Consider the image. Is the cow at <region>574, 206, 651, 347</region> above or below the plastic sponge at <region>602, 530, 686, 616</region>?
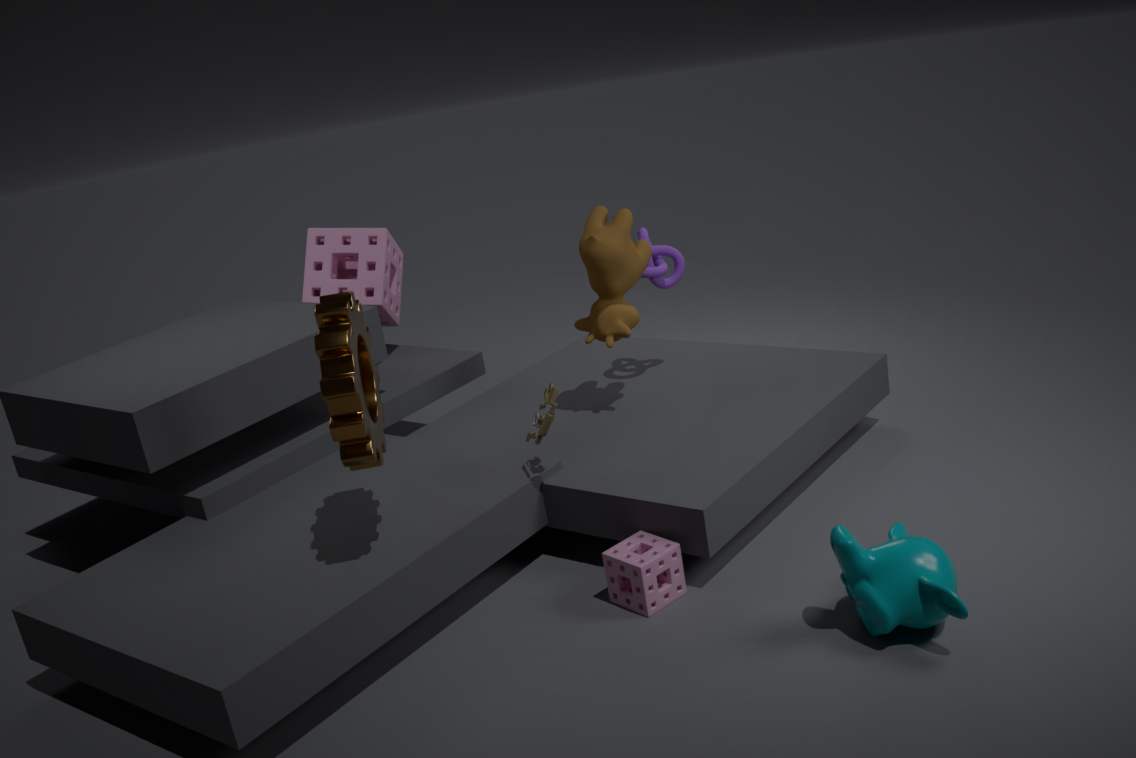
above
